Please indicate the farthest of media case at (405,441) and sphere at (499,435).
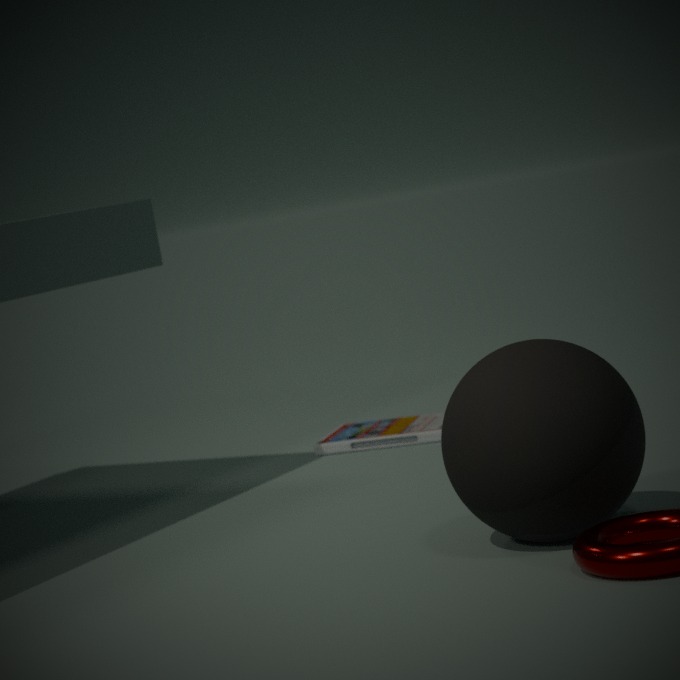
media case at (405,441)
